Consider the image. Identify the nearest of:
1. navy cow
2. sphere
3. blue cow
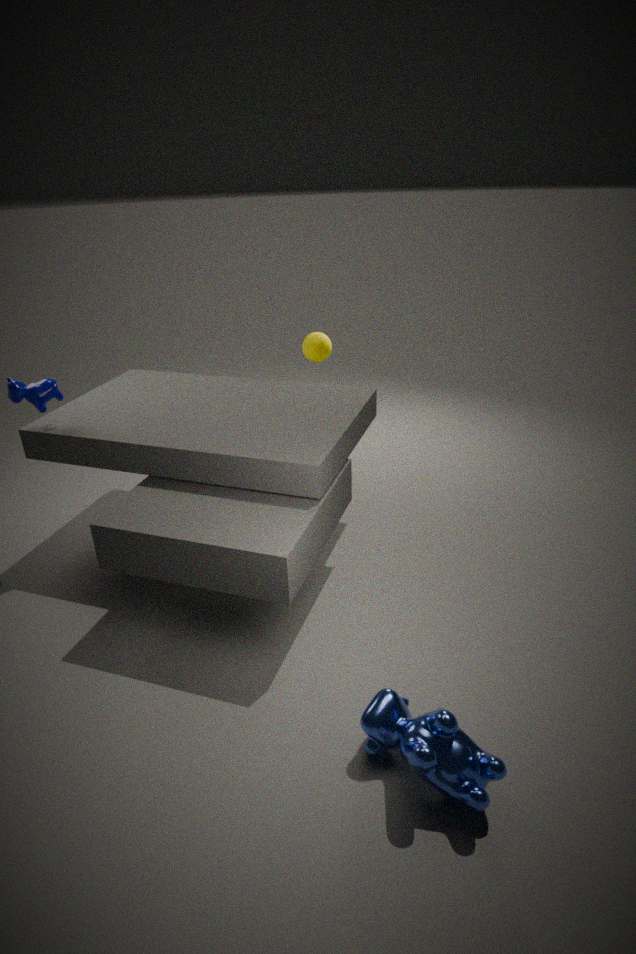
blue cow
